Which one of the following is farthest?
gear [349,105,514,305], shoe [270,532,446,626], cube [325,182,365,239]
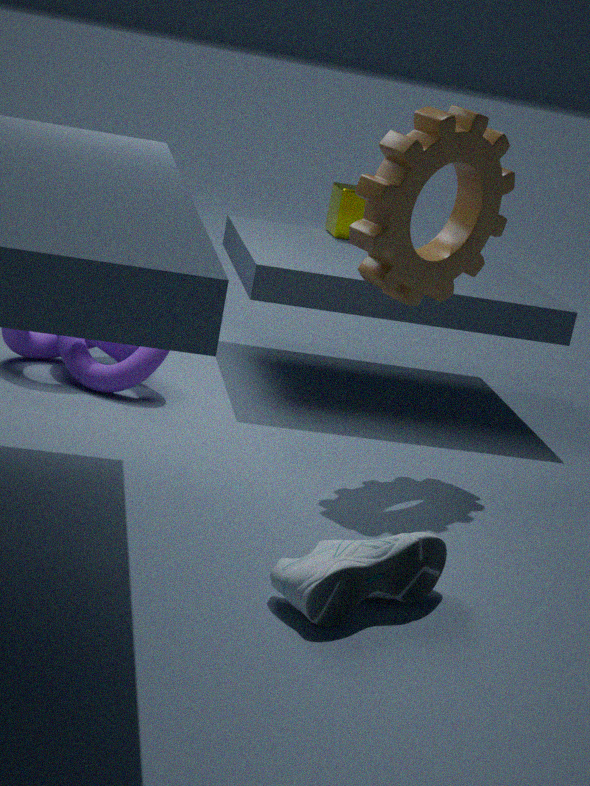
cube [325,182,365,239]
